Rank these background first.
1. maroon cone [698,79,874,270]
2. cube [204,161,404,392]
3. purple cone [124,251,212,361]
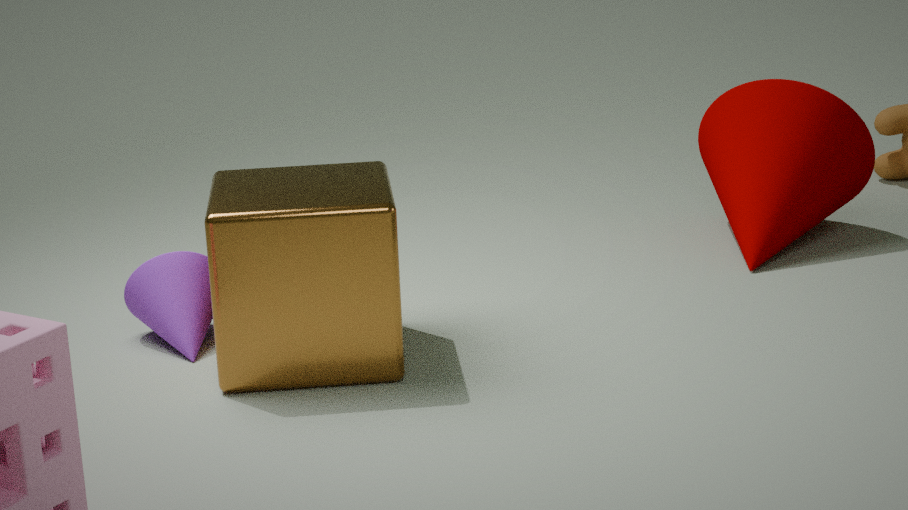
maroon cone [698,79,874,270]
purple cone [124,251,212,361]
cube [204,161,404,392]
